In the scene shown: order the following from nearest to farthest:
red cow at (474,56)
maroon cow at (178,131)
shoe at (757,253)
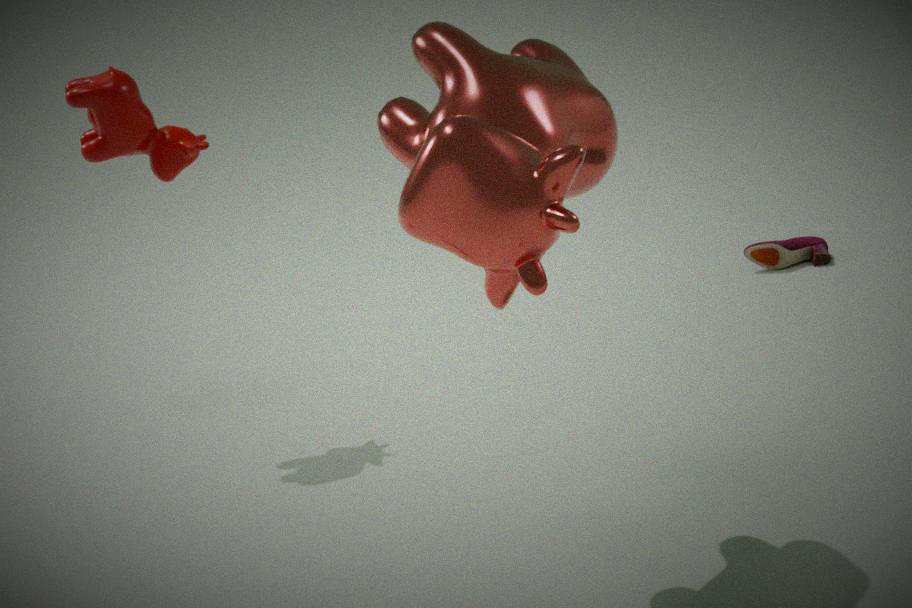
red cow at (474,56) < maroon cow at (178,131) < shoe at (757,253)
